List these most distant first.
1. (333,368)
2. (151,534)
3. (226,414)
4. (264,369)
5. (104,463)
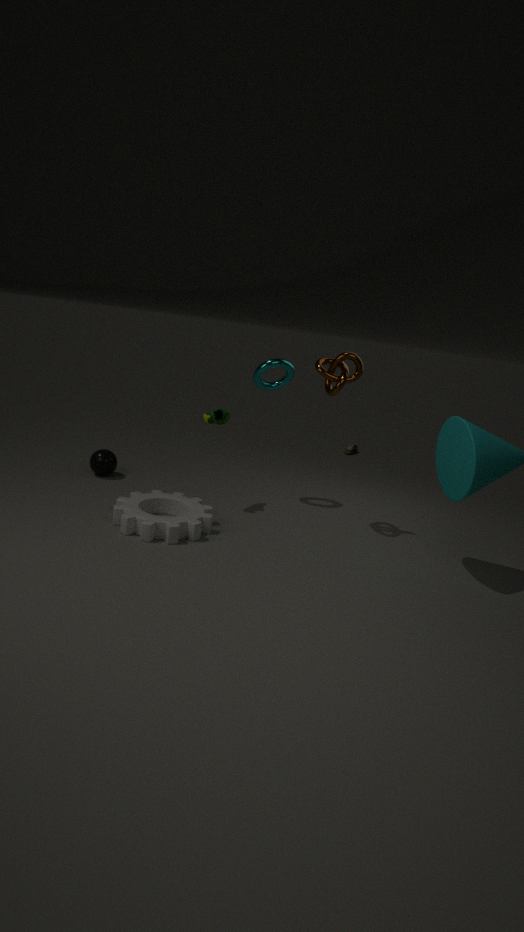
(104,463), (264,369), (226,414), (333,368), (151,534)
